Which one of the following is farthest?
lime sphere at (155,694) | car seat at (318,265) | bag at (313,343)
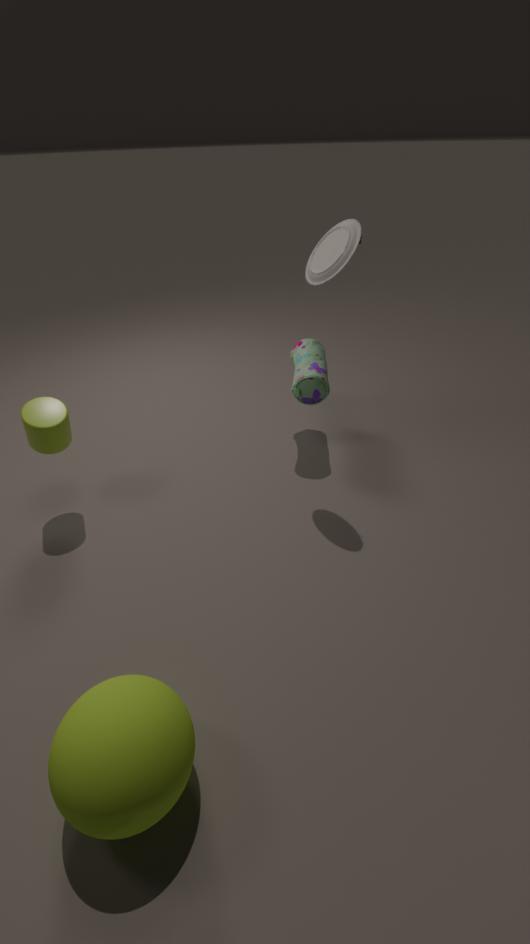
bag at (313,343)
